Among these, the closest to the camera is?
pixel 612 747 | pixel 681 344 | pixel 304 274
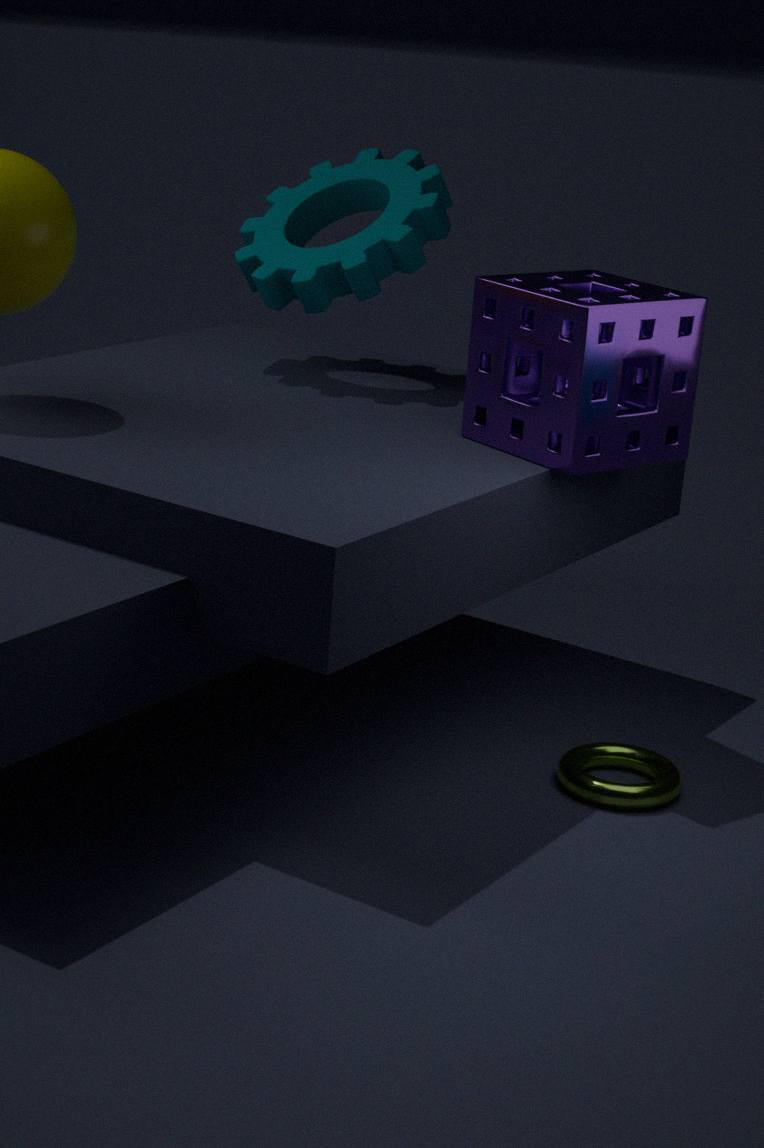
pixel 681 344
